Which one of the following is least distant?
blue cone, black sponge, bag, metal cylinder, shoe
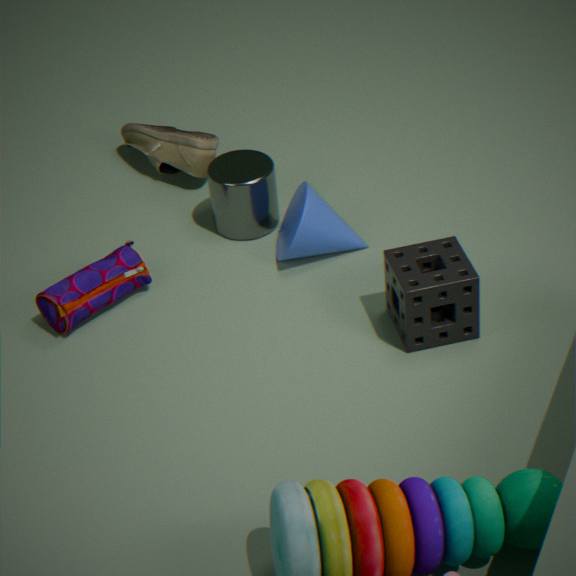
black sponge
